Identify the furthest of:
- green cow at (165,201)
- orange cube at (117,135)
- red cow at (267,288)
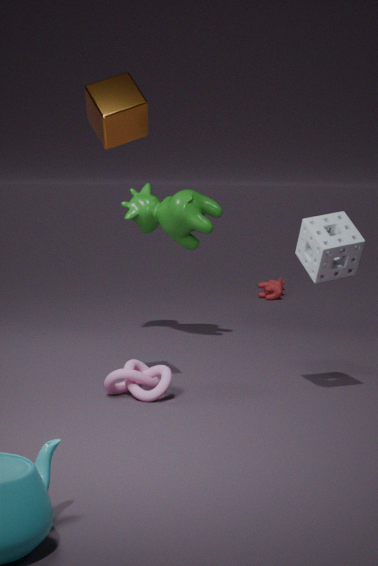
red cow at (267,288)
